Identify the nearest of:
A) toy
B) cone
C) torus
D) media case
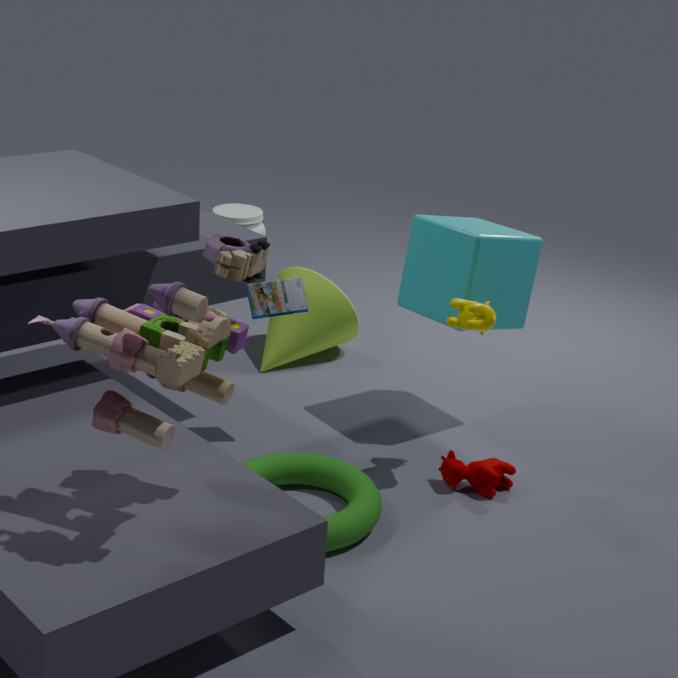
A. toy
